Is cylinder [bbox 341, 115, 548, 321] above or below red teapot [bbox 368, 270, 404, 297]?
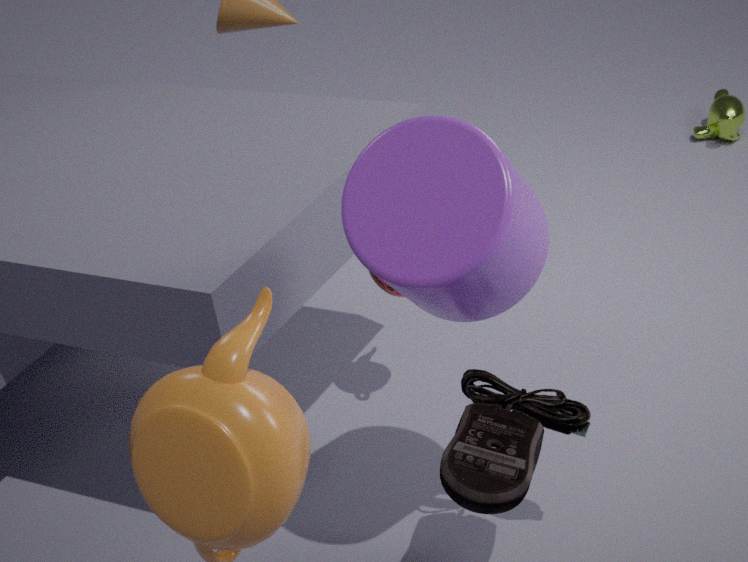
above
